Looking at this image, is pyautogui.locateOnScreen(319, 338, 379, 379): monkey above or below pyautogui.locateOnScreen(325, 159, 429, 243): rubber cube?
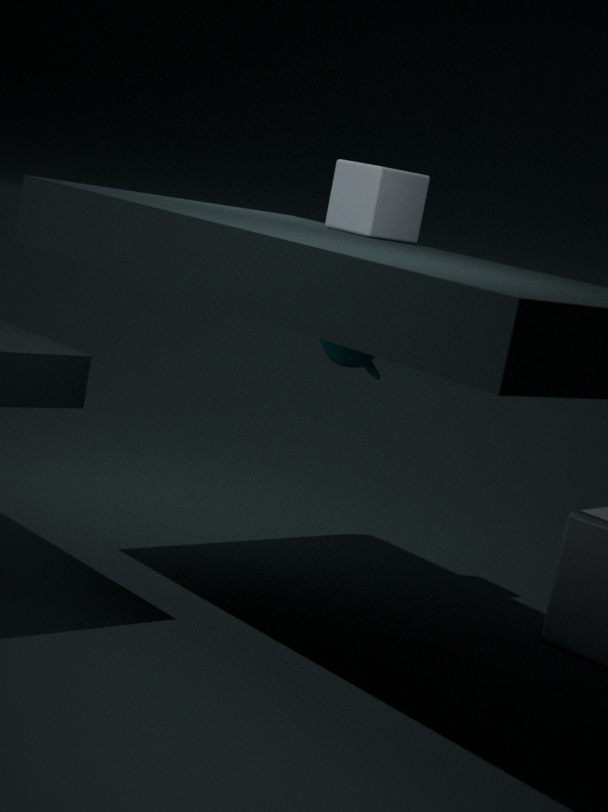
below
